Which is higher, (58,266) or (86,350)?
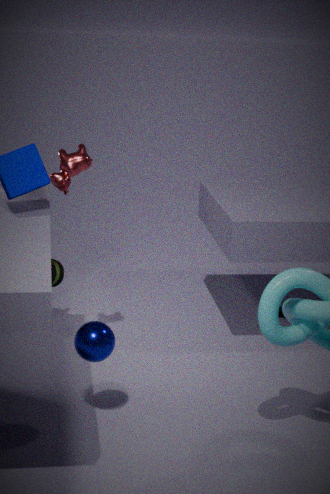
(58,266)
